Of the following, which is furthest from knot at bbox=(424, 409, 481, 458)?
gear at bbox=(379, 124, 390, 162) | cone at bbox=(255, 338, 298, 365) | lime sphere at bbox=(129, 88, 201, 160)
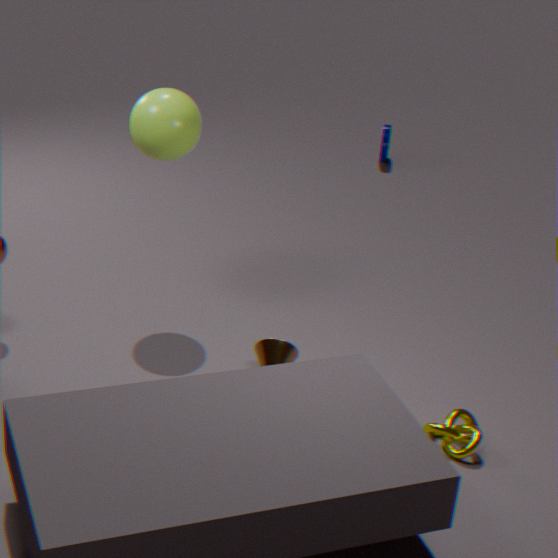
gear at bbox=(379, 124, 390, 162)
